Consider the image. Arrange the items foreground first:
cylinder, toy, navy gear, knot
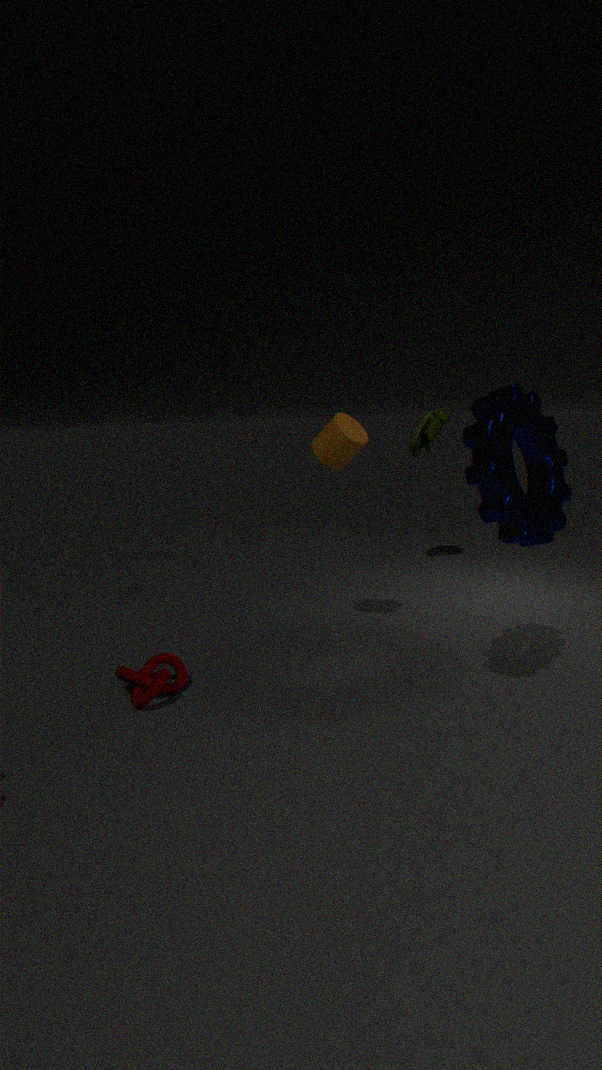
navy gear → knot → cylinder → toy
